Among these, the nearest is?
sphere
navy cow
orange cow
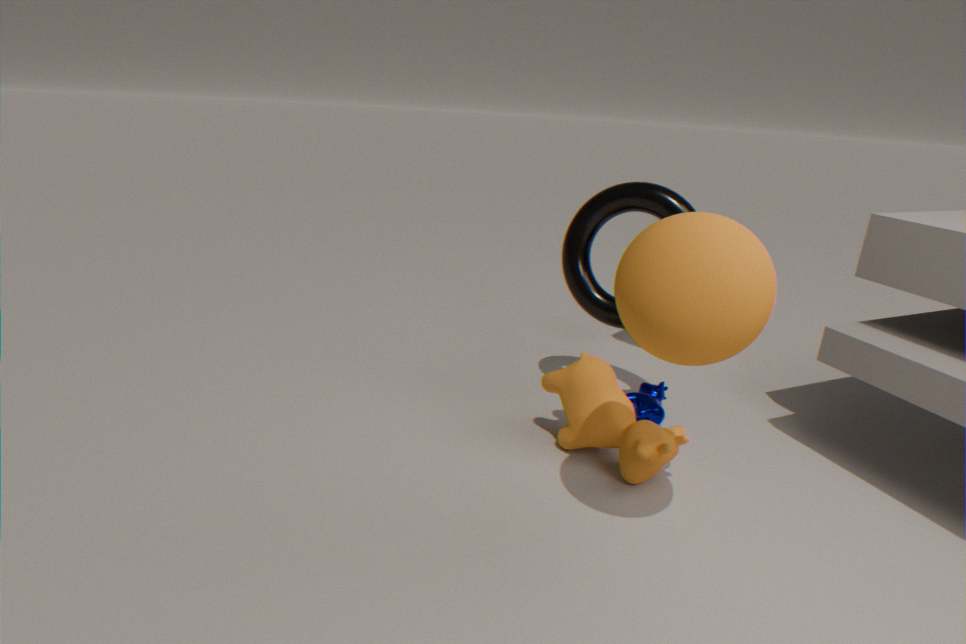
sphere
